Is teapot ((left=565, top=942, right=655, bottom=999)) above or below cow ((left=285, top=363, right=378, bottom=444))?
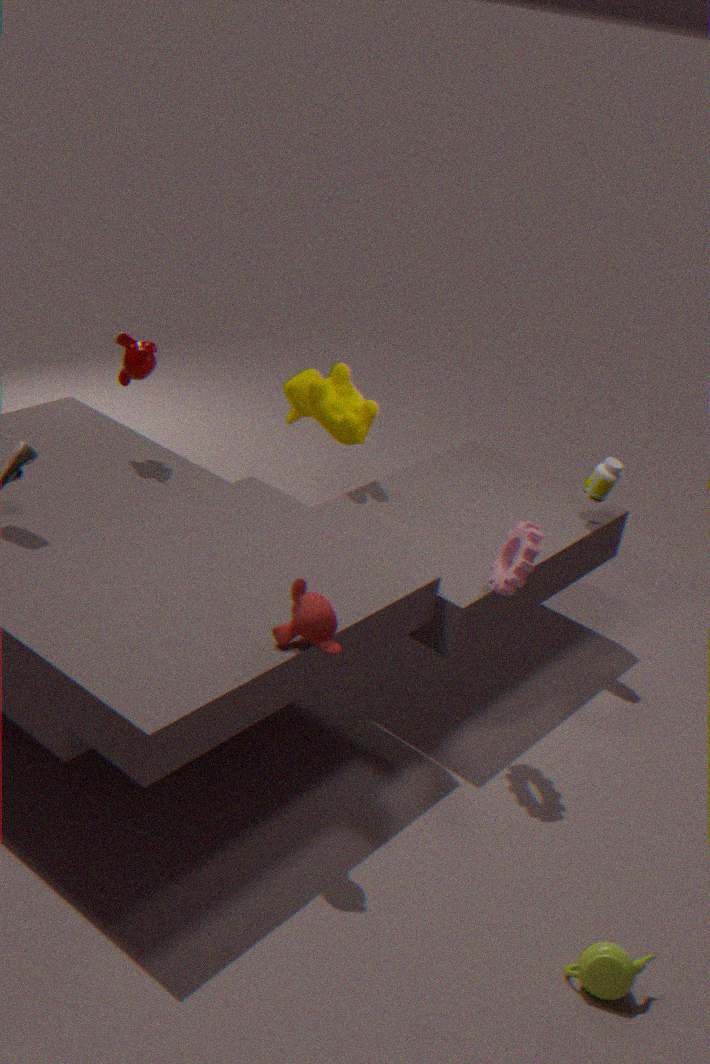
below
